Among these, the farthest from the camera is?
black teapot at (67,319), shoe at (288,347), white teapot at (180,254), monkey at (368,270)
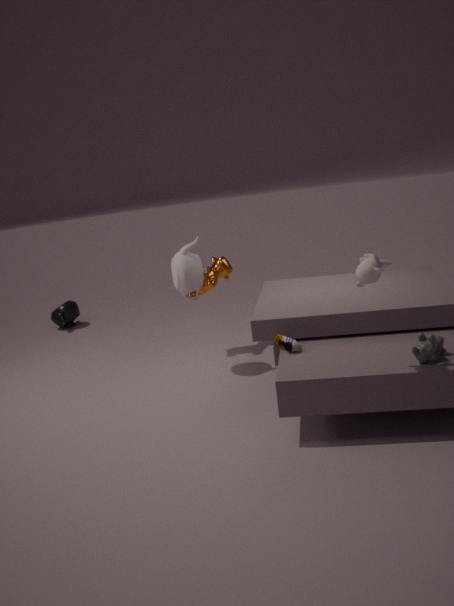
black teapot at (67,319)
